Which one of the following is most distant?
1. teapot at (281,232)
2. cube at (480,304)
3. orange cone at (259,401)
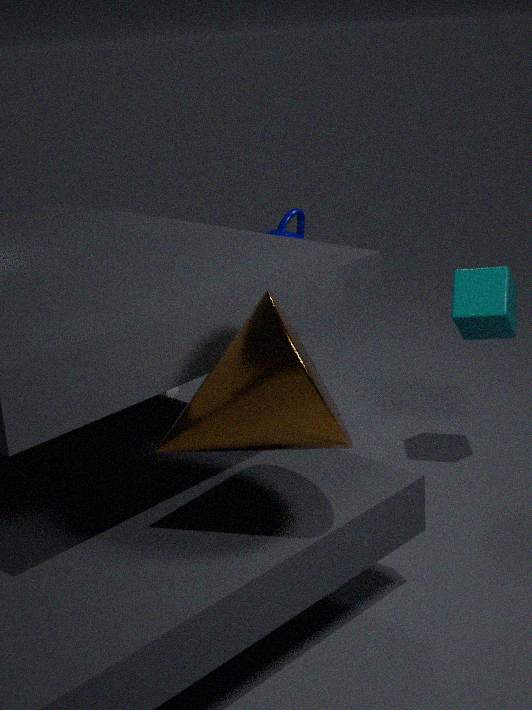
teapot at (281,232)
